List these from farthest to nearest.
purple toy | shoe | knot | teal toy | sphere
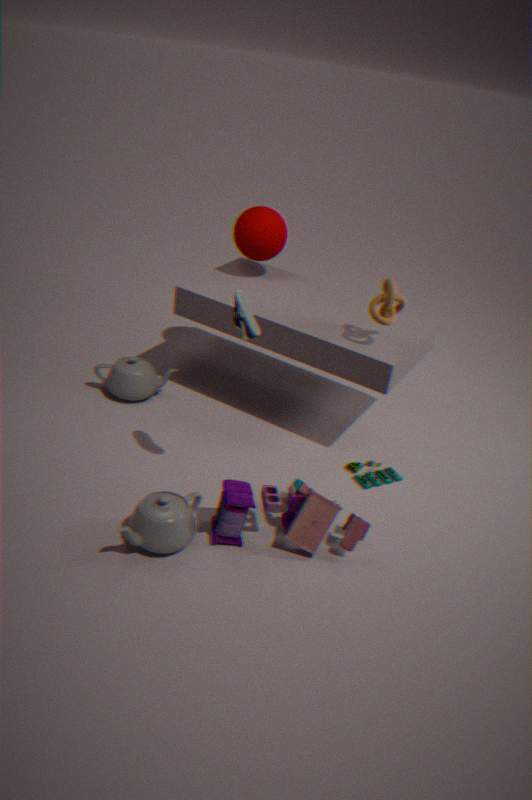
1. sphere
2. teal toy
3. knot
4. purple toy
5. shoe
